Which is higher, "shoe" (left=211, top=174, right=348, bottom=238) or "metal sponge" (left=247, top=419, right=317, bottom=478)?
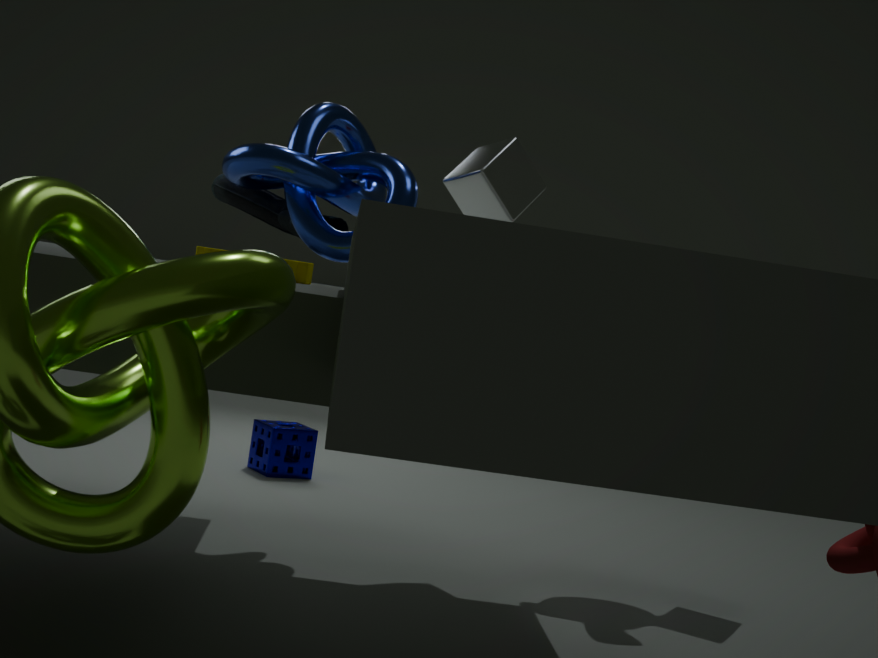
"shoe" (left=211, top=174, right=348, bottom=238)
